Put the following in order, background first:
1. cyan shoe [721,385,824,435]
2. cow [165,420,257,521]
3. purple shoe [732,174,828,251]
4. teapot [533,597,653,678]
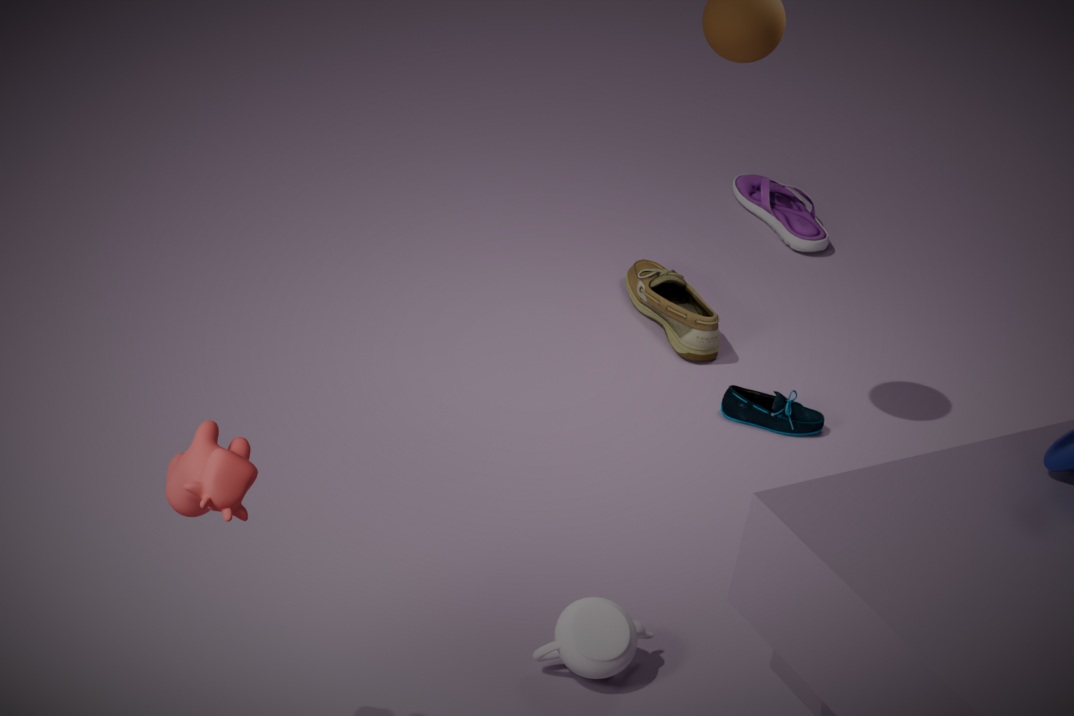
purple shoe [732,174,828,251]
cyan shoe [721,385,824,435]
teapot [533,597,653,678]
cow [165,420,257,521]
